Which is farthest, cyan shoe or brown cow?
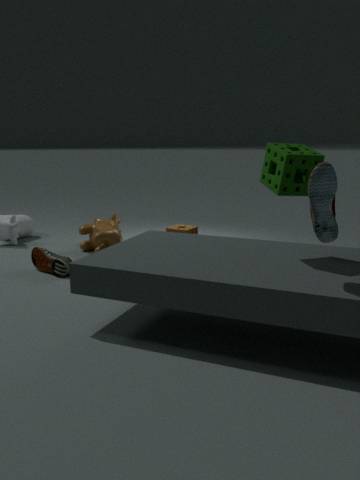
brown cow
